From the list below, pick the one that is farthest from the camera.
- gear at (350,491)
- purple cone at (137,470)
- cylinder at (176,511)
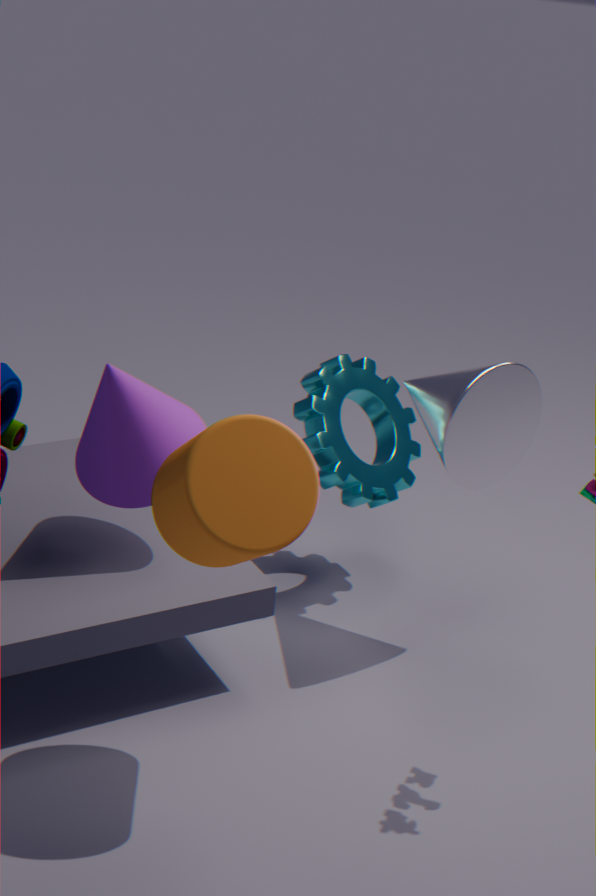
gear at (350,491)
